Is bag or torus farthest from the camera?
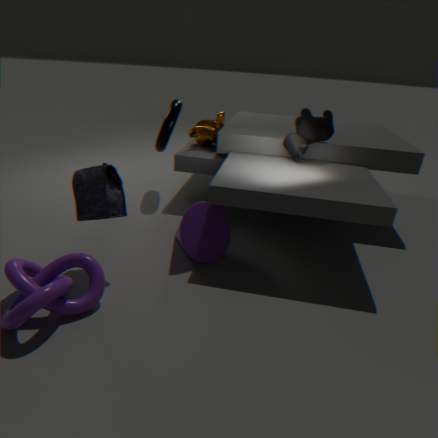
torus
